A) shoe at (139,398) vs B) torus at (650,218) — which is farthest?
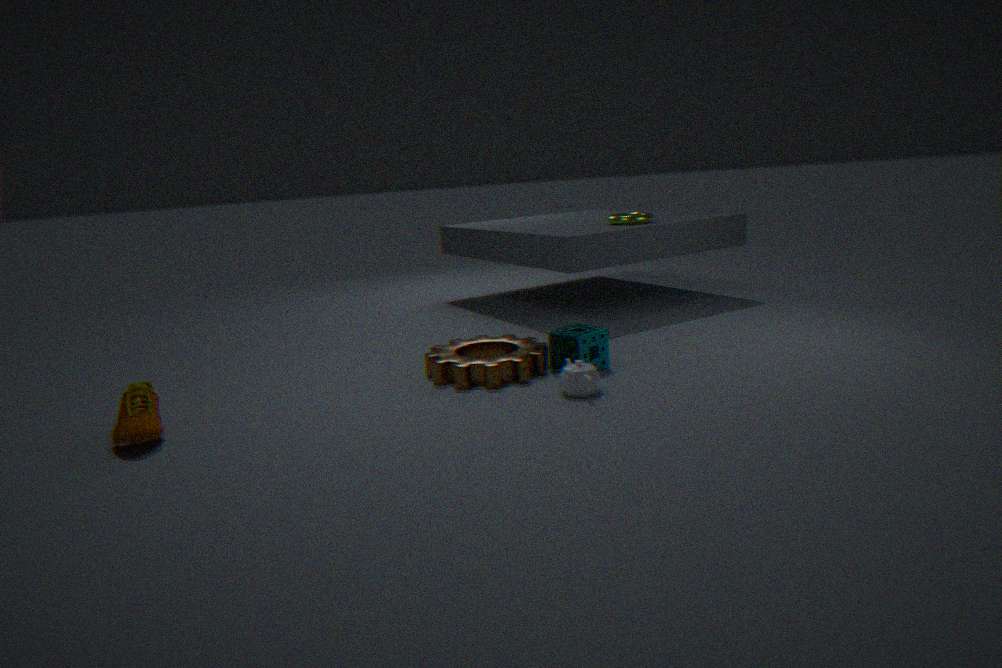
B. torus at (650,218)
